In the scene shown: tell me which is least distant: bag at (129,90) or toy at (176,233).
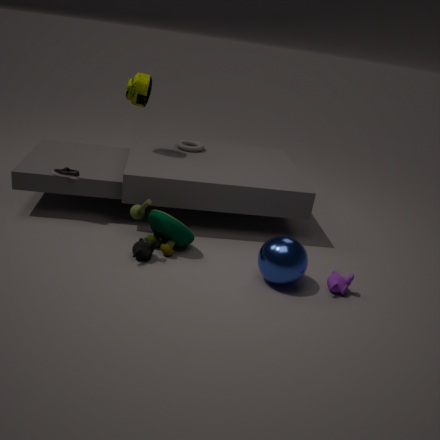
toy at (176,233)
